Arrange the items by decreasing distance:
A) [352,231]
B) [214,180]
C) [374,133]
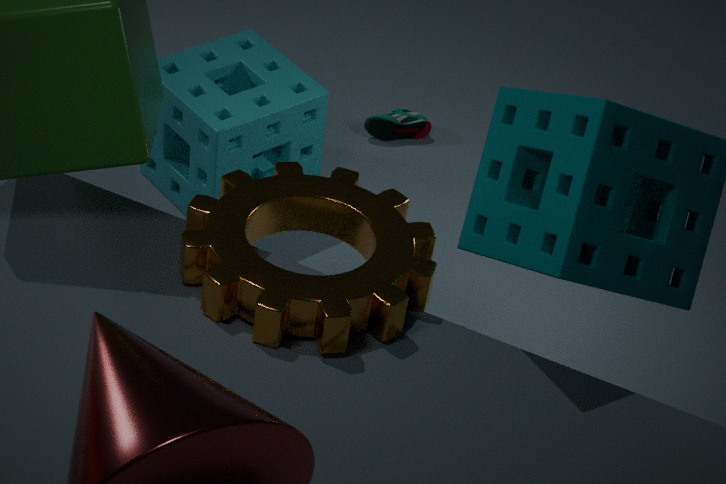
1. [374,133]
2. [214,180]
3. [352,231]
